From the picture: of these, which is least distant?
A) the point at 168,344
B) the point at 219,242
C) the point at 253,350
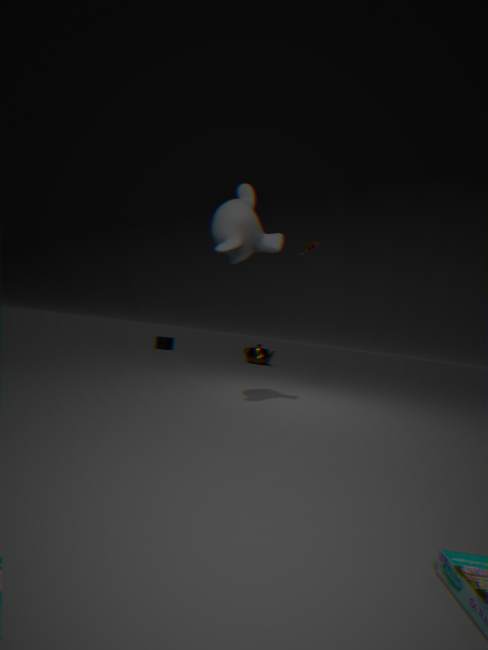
the point at 219,242
